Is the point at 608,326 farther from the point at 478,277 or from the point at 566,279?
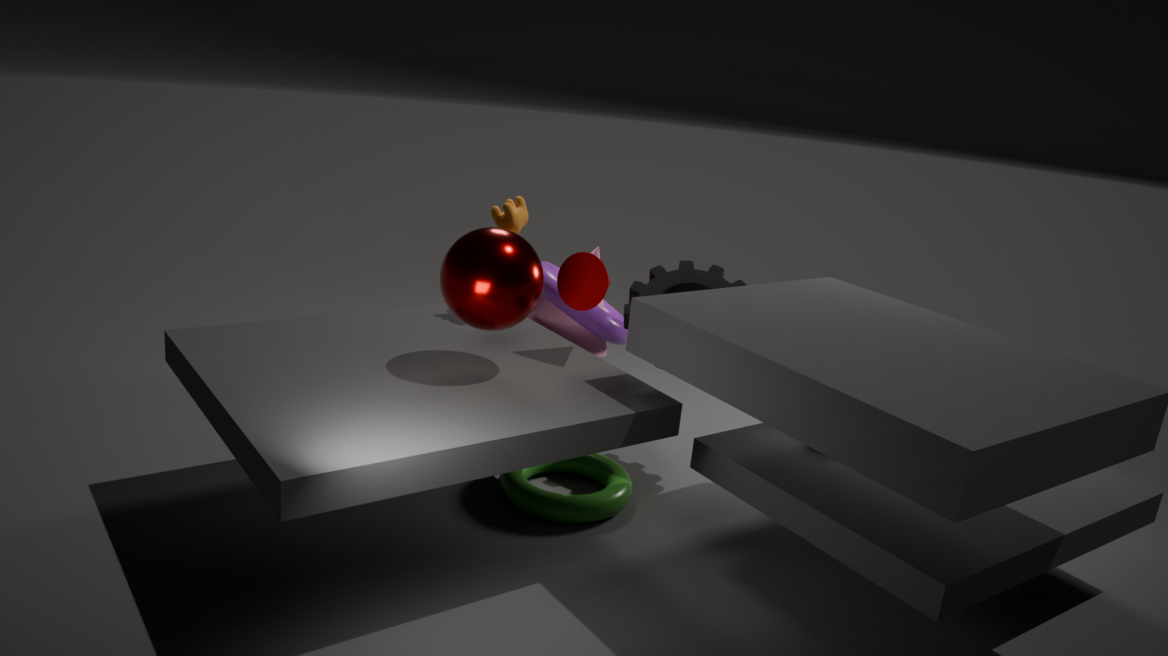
the point at 478,277
